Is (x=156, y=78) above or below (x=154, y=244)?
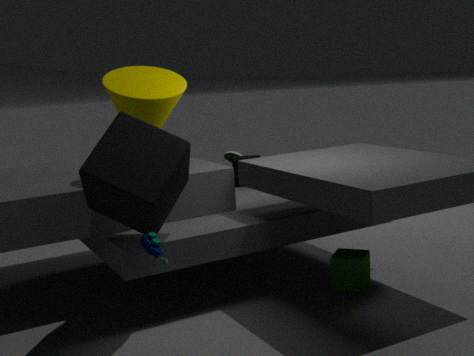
above
